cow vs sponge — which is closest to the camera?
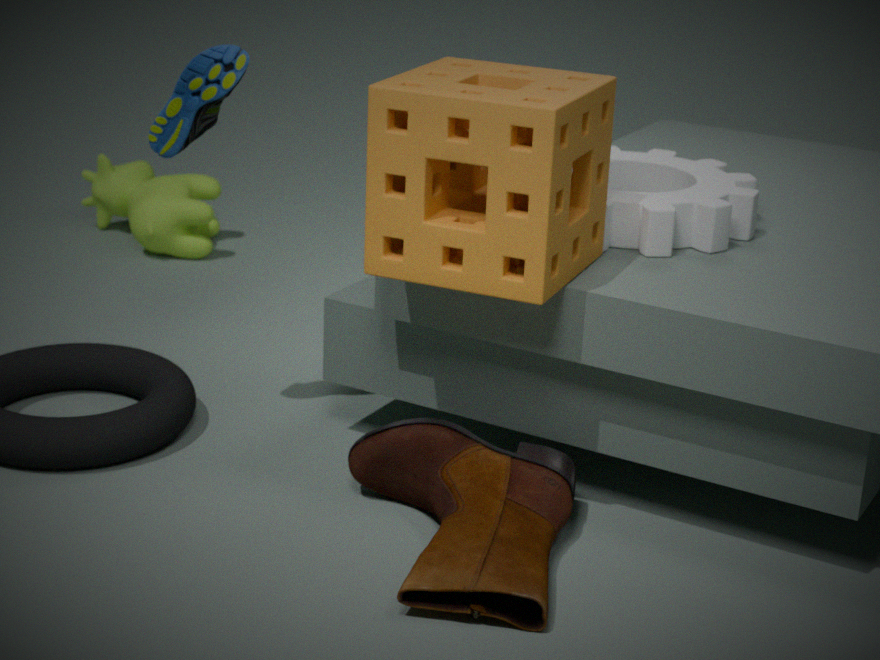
sponge
